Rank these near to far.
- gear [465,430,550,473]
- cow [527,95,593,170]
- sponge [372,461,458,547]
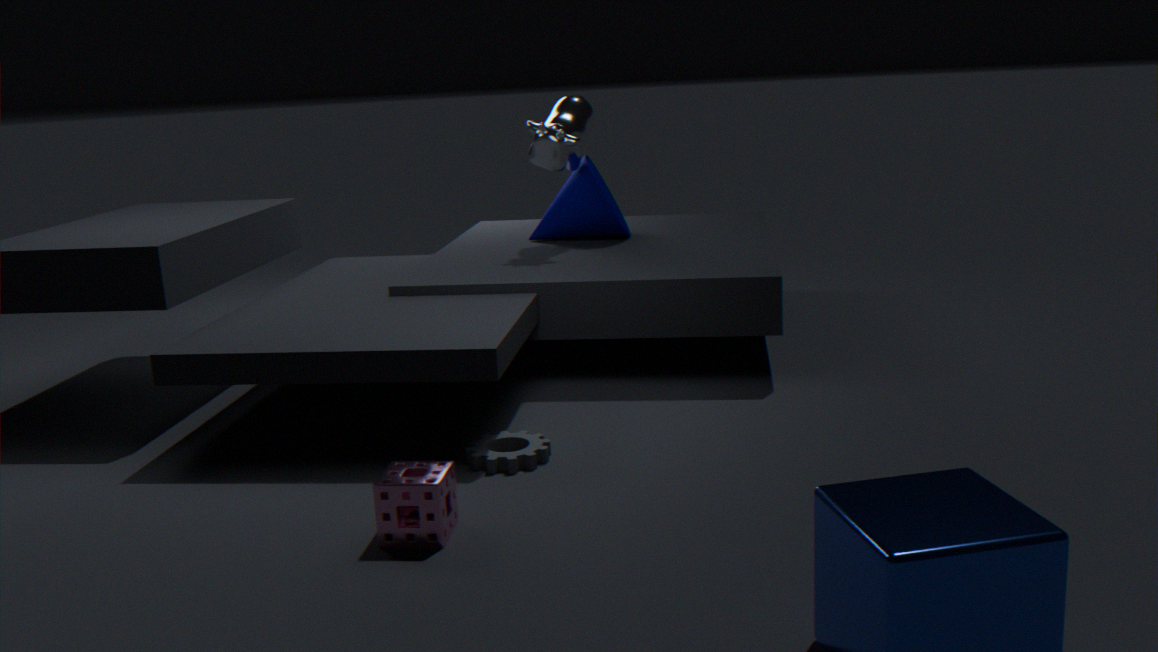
1. sponge [372,461,458,547]
2. gear [465,430,550,473]
3. cow [527,95,593,170]
